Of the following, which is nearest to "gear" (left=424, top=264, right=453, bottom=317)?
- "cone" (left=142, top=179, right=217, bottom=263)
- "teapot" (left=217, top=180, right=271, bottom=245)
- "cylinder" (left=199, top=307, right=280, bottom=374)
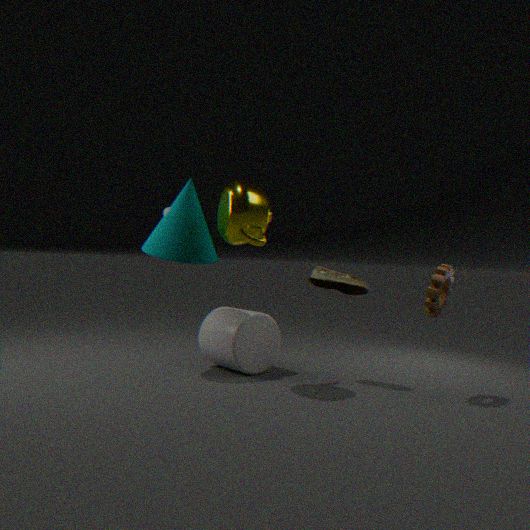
"teapot" (left=217, top=180, right=271, bottom=245)
